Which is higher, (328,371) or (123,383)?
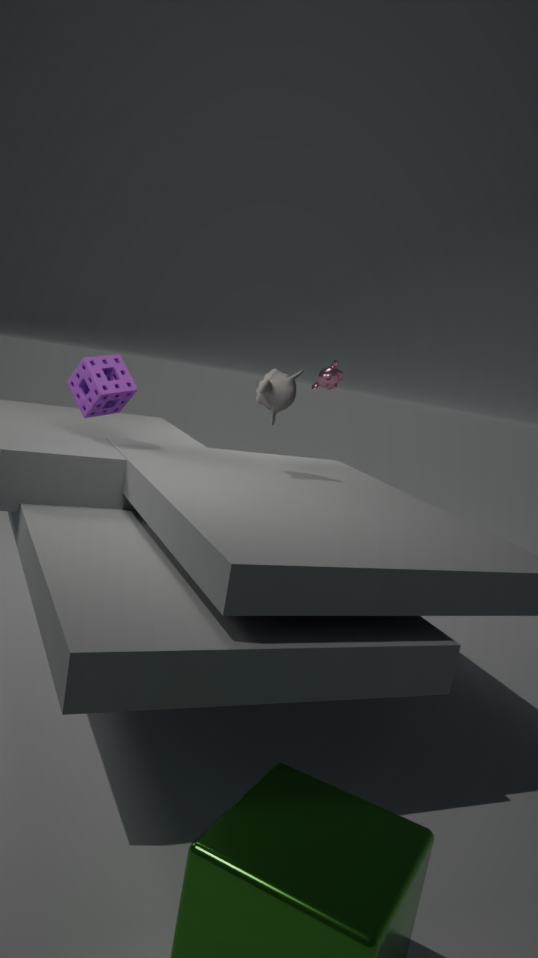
(328,371)
